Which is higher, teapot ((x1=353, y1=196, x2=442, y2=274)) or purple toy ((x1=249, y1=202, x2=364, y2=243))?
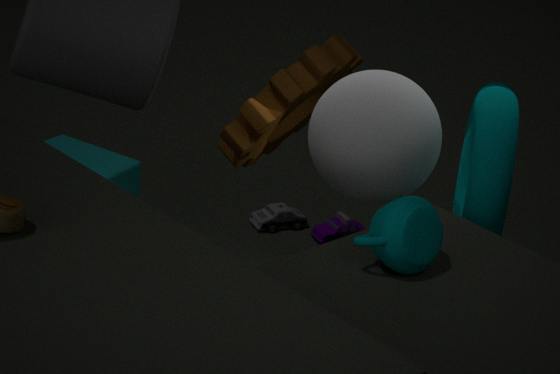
teapot ((x1=353, y1=196, x2=442, y2=274))
